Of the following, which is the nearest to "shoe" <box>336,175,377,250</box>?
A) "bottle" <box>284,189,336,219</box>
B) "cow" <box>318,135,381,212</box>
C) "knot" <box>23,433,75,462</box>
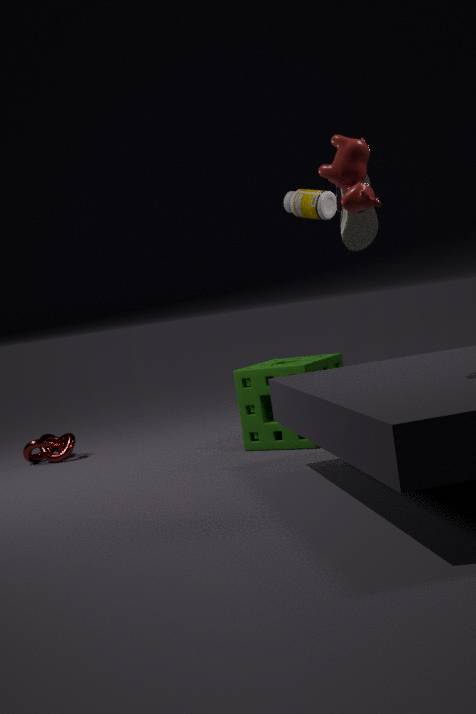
"bottle" <box>284,189,336,219</box>
